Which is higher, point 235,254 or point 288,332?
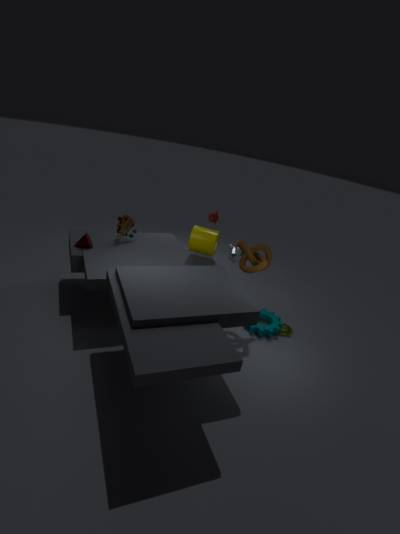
point 235,254
